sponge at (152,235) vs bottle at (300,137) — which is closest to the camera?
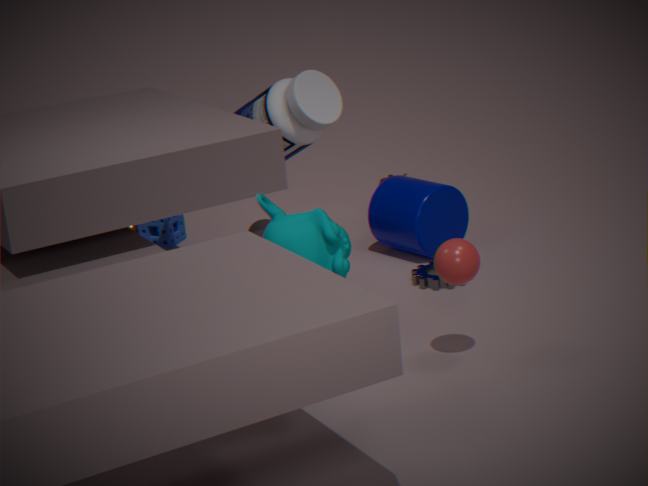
bottle at (300,137)
